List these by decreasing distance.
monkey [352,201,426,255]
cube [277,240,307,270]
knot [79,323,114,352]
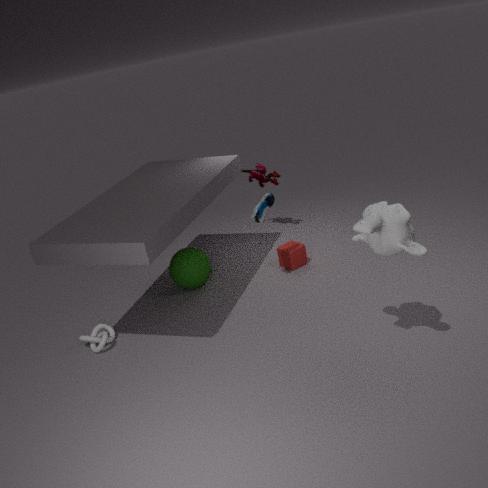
cube [277,240,307,270] → knot [79,323,114,352] → monkey [352,201,426,255]
